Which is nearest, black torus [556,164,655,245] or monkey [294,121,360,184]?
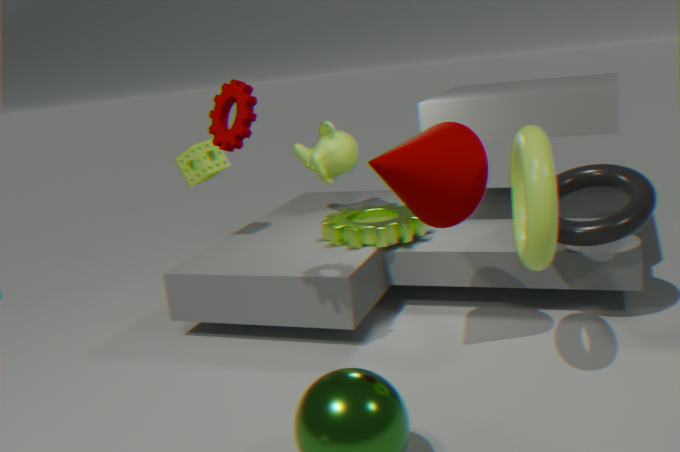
black torus [556,164,655,245]
